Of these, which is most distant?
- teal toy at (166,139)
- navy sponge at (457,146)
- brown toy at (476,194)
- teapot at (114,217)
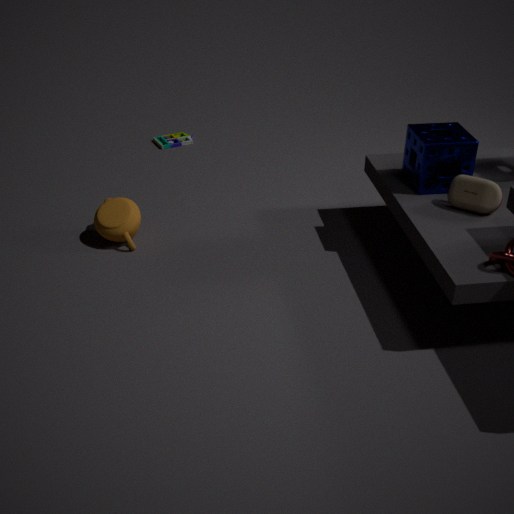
teal toy at (166,139)
